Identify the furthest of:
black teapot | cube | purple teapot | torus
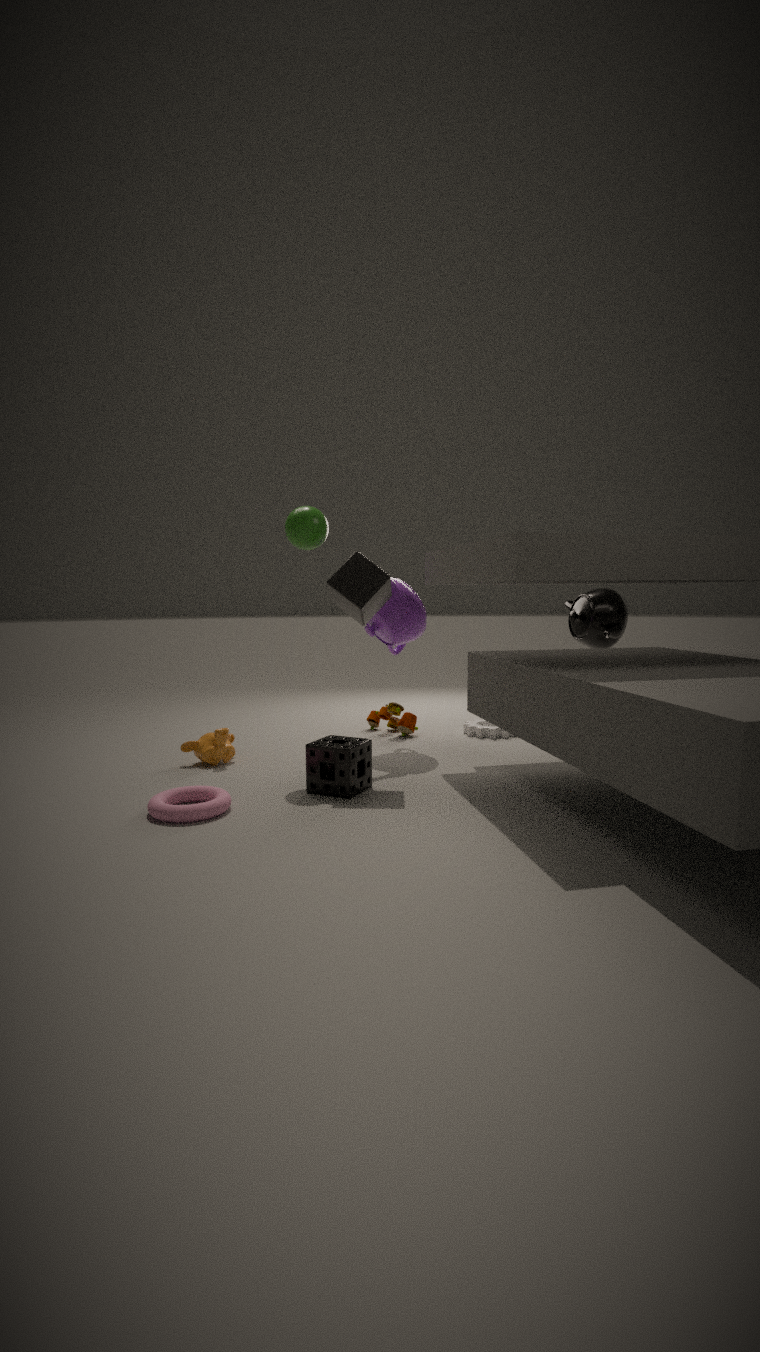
black teapot
